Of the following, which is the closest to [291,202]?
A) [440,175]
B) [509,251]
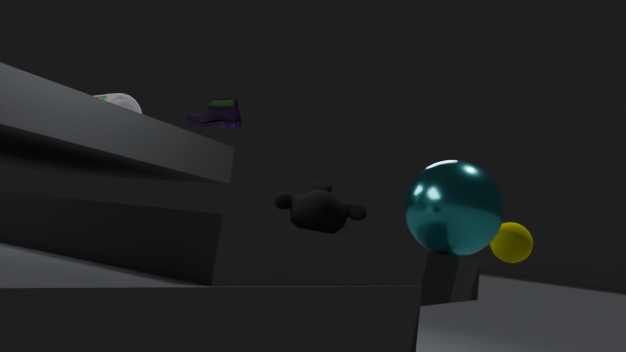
[440,175]
